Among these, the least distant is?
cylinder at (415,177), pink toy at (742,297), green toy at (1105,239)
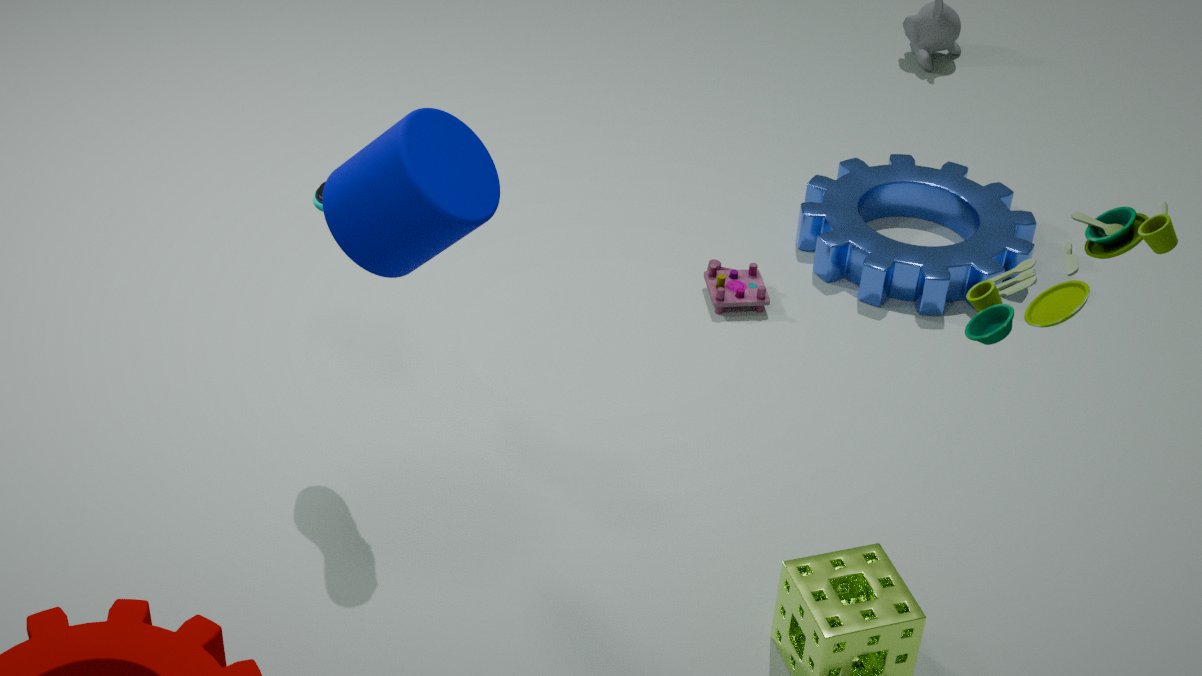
green toy at (1105,239)
